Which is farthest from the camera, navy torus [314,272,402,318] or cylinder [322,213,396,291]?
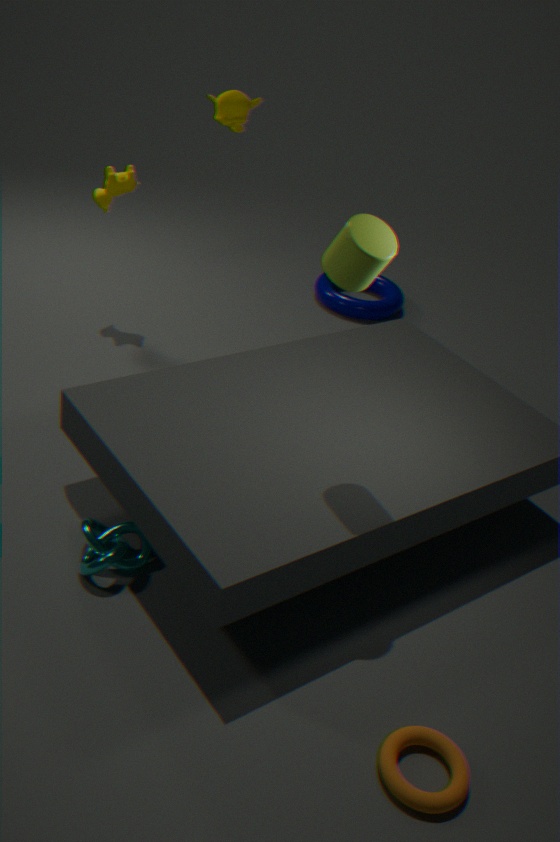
navy torus [314,272,402,318]
